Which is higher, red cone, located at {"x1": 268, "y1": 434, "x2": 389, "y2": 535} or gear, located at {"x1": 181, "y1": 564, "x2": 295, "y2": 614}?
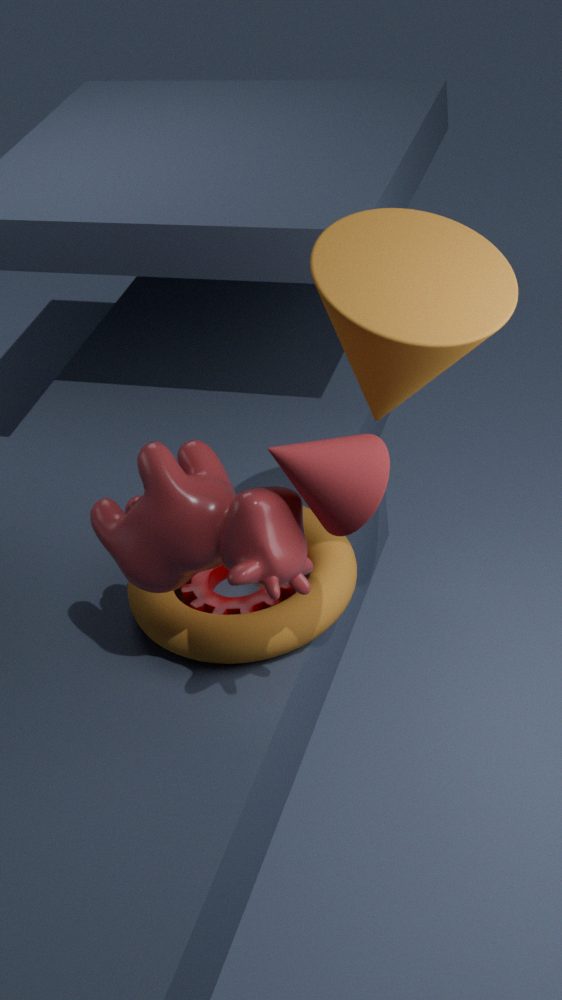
red cone, located at {"x1": 268, "y1": 434, "x2": 389, "y2": 535}
